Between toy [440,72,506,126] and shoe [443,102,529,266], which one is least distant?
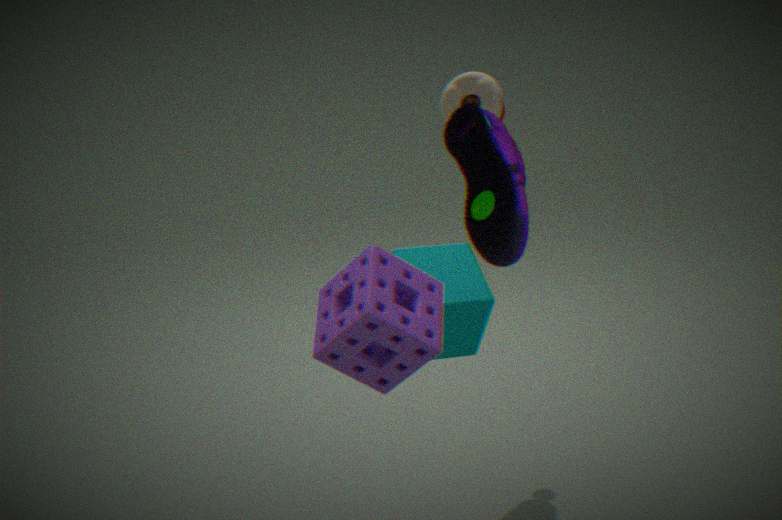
shoe [443,102,529,266]
